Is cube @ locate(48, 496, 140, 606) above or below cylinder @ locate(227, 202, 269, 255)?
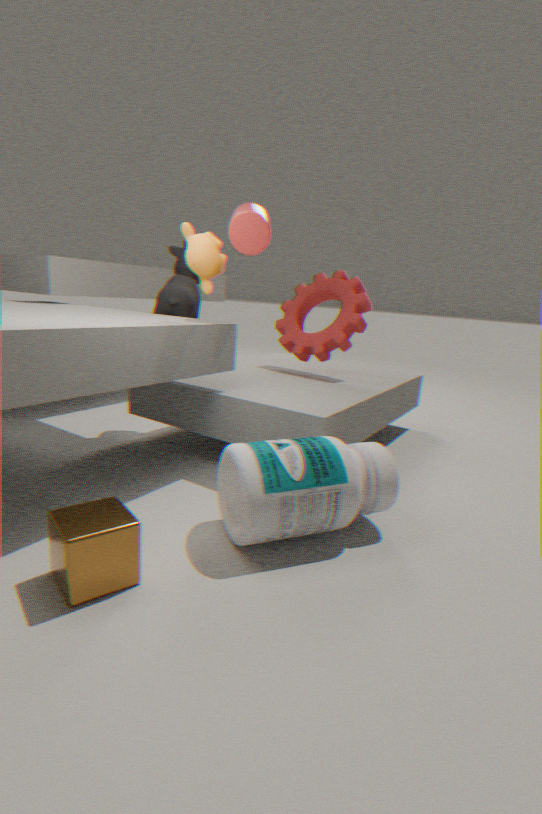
below
